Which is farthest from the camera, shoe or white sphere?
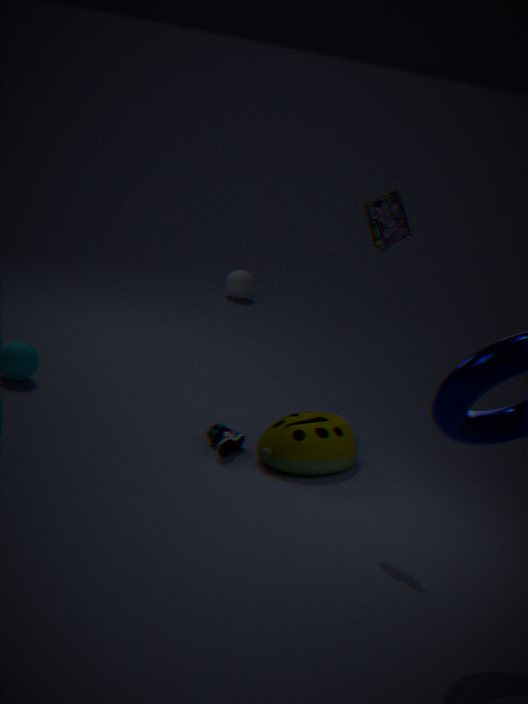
white sphere
